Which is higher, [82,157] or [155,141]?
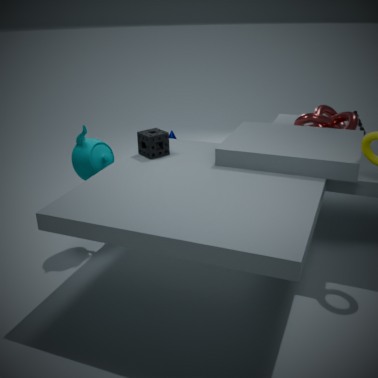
[155,141]
